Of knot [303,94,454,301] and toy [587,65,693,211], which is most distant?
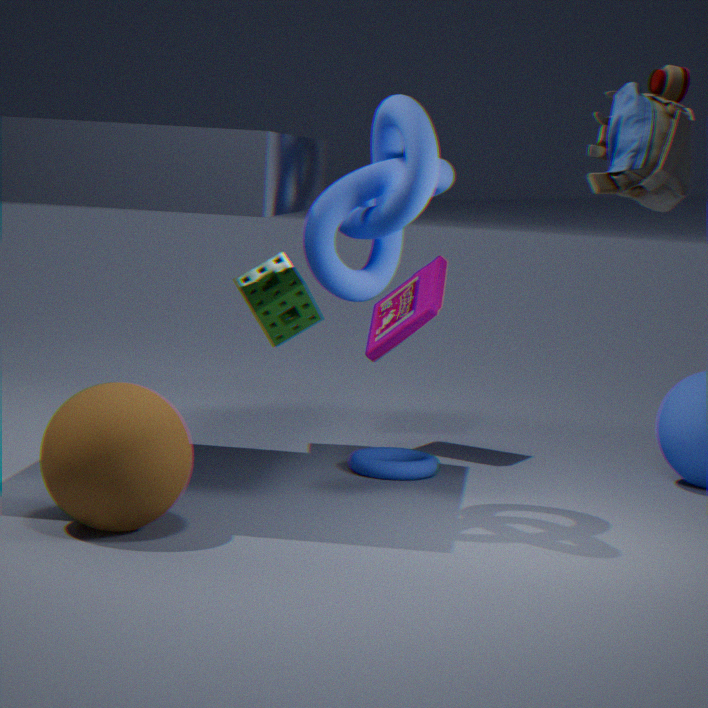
knot [303,94,454,301]
